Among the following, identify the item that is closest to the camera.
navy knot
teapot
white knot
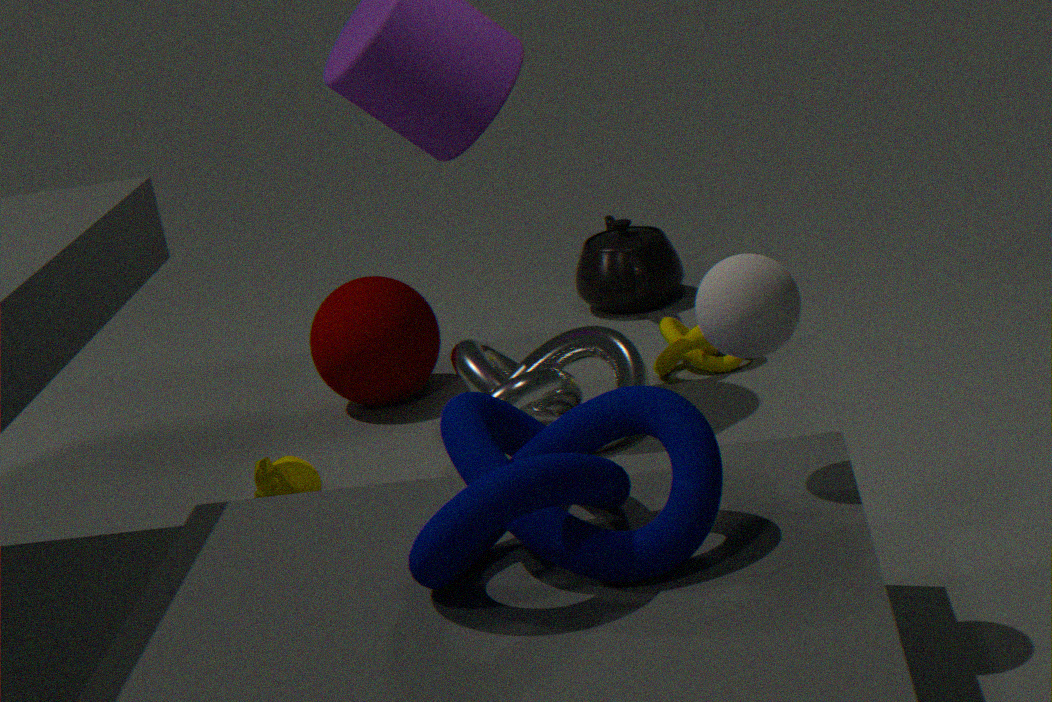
→ navy knot
